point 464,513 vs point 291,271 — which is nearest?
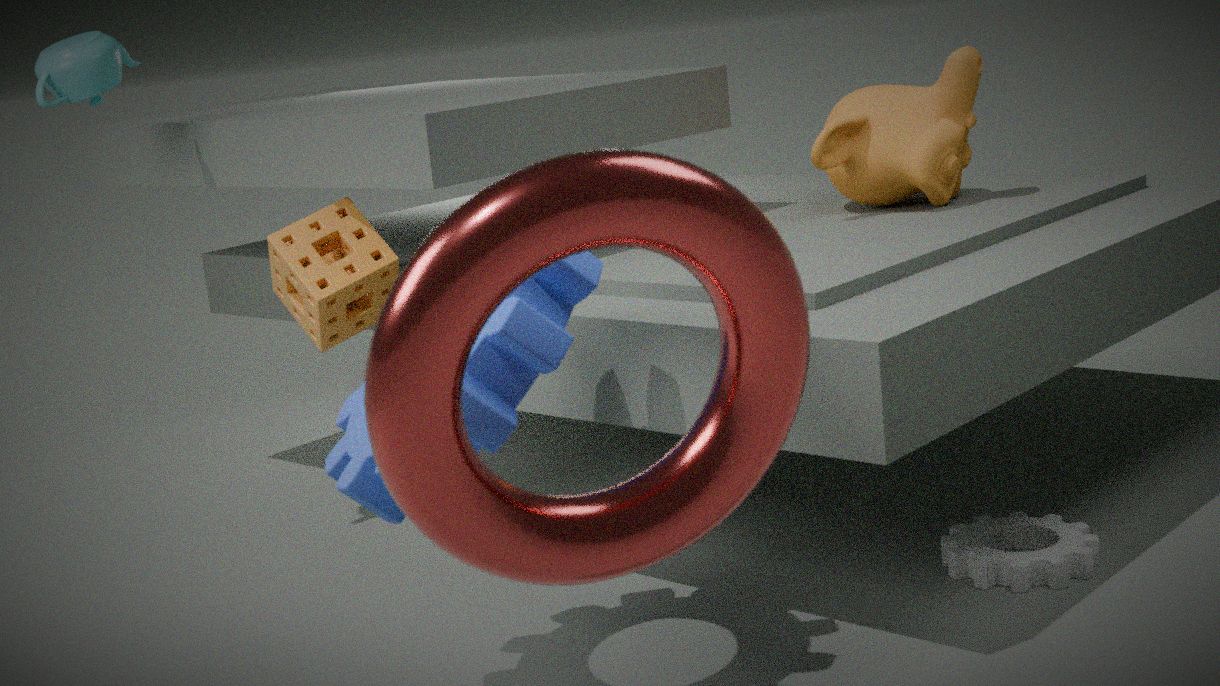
point 464,513
